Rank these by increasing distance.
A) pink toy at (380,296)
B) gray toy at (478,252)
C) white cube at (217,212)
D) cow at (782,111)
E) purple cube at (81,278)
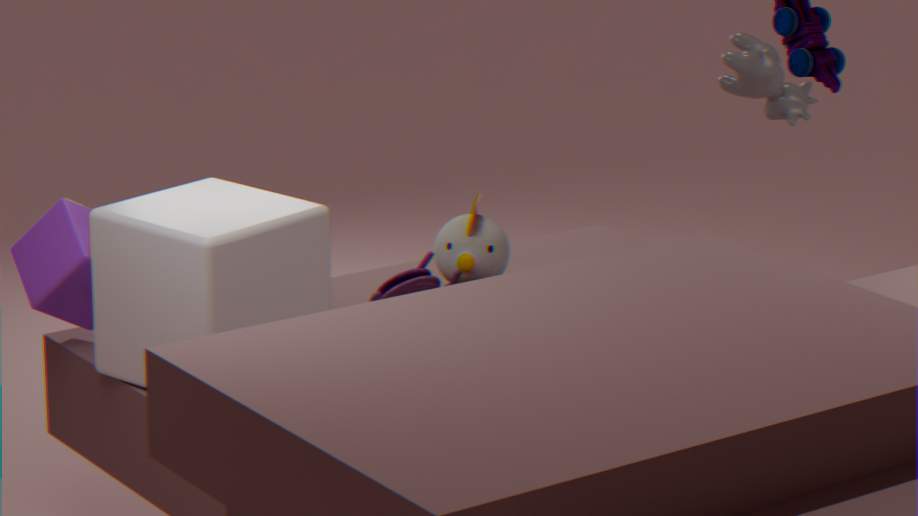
1. pink toy at (380,296)
2. white cube at (217,212)
3. purple cube at (81,278)
4. gray toy at (478,252)
5. cow at (782,111)
